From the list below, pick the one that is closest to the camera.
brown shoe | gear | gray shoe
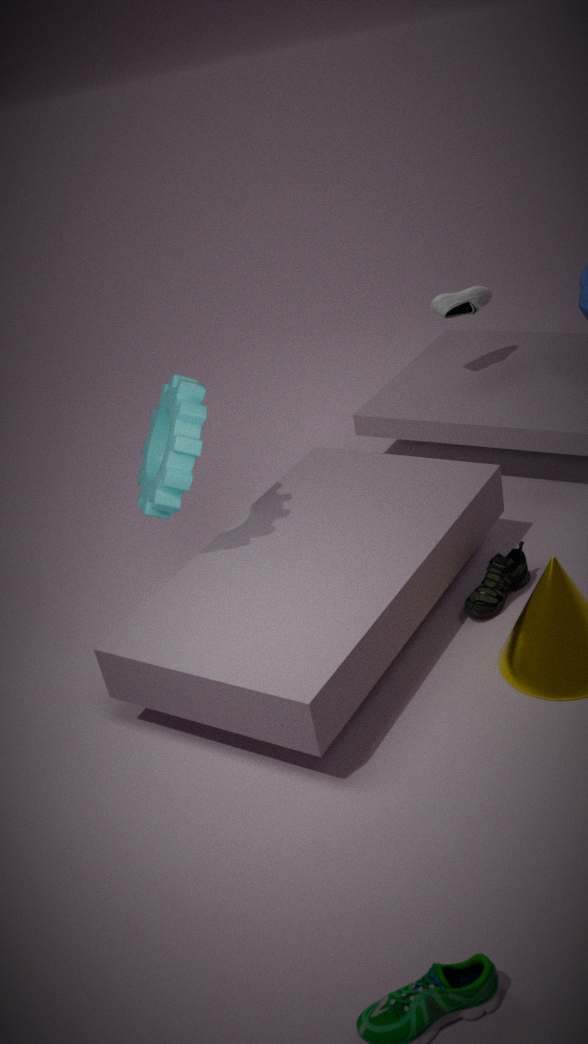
gear
